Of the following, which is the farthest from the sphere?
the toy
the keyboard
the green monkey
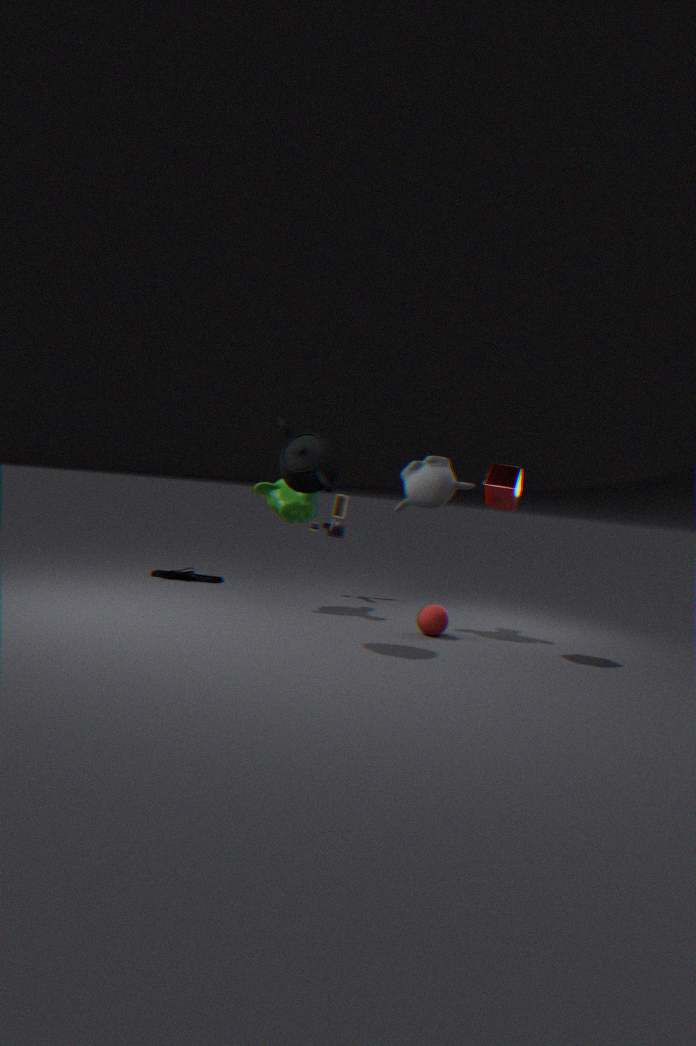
the keyboard
